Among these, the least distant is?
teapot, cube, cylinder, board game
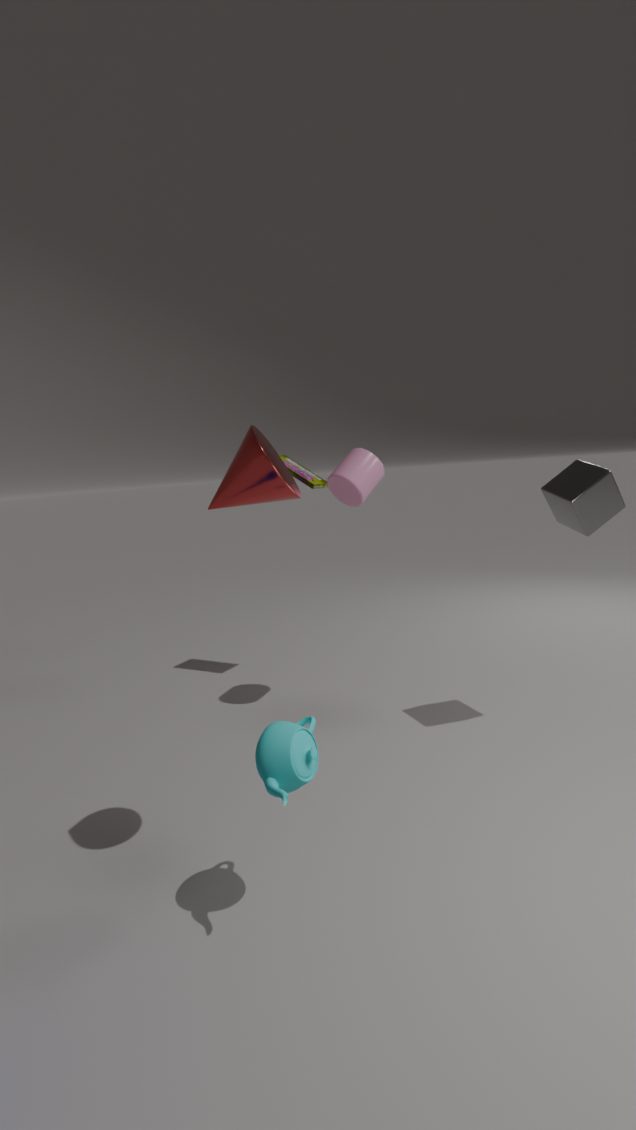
teapot
